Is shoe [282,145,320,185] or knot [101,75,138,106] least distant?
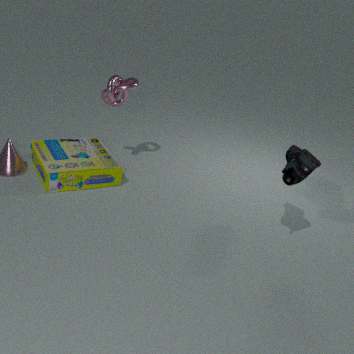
shoe [282,145,320,185]
